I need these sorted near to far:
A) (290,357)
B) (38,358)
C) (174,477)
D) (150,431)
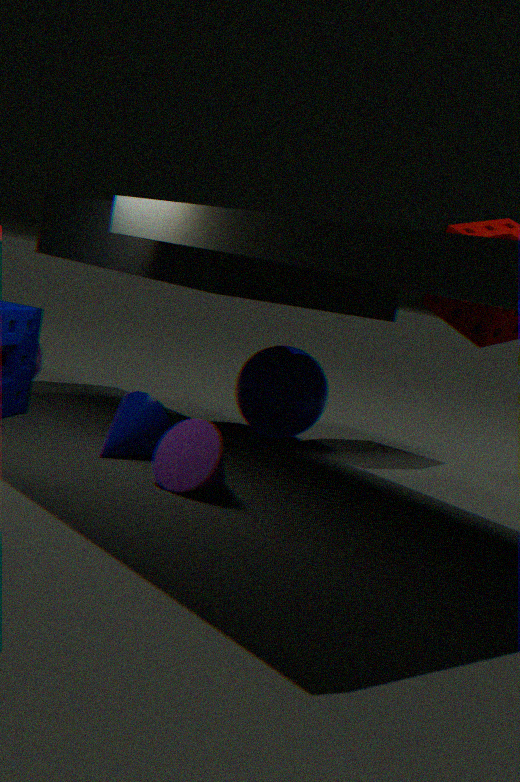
(174,477)
(150,431)
(38,358)
(290,357)
